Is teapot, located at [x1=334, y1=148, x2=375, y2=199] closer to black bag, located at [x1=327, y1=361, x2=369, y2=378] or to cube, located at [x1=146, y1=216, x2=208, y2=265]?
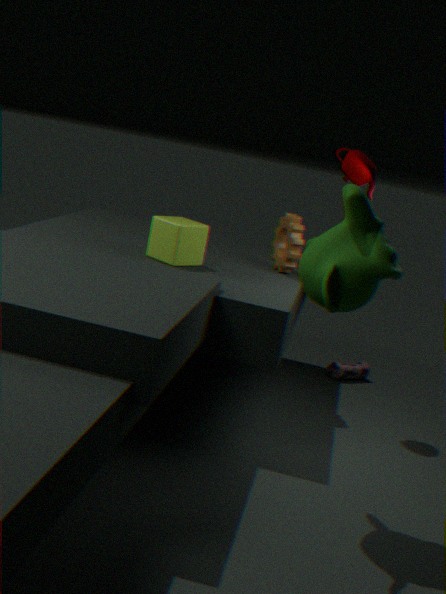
cube, located at [x1=146, y1=216, x2=208, y2=265]
